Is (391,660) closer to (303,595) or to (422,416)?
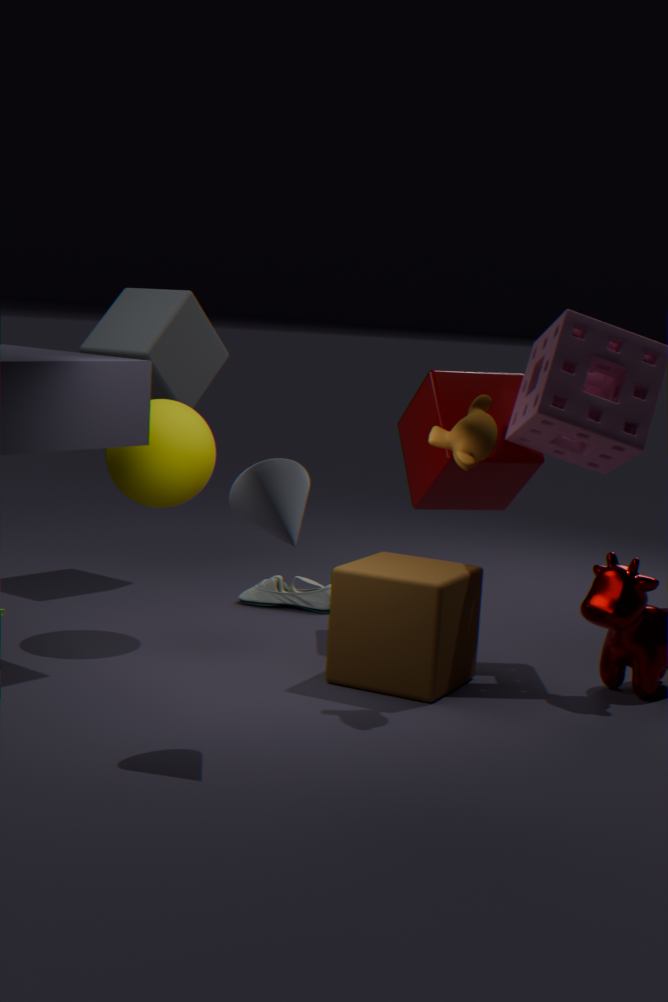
(422,416)
